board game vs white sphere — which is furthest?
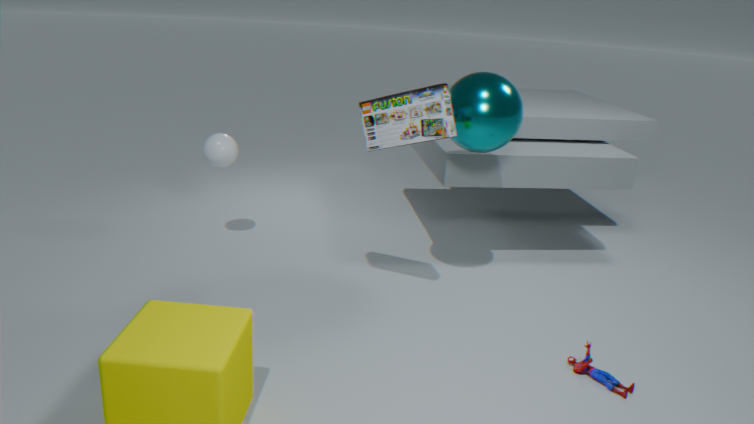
white sphere
